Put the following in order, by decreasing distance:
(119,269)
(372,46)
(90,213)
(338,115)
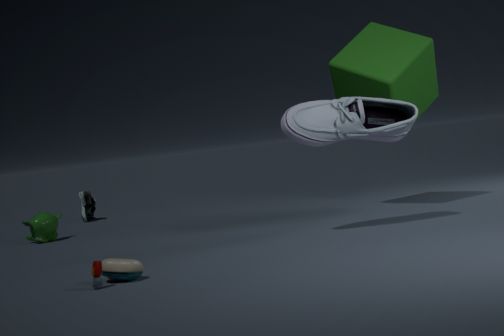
(90,213), (372,46), (338,115), (119,269)
